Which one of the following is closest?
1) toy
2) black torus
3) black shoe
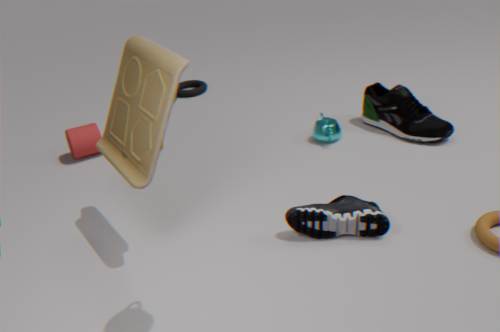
1. toy
